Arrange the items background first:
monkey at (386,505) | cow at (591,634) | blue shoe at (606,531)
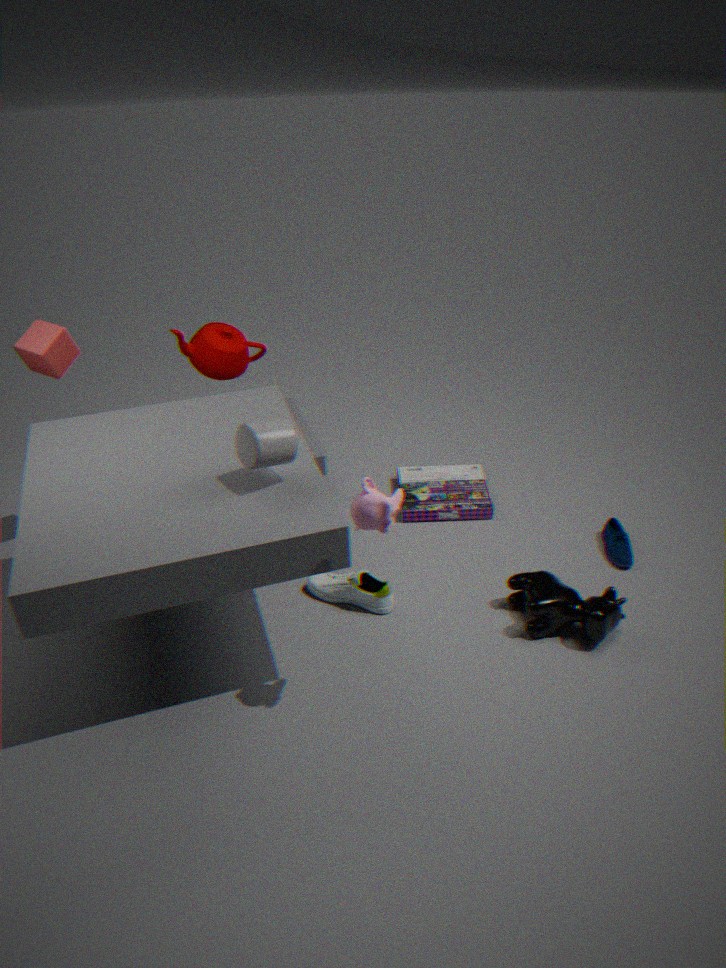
blue shoe at (606,531) → cow at (591,634) → monkey at (386,505)
